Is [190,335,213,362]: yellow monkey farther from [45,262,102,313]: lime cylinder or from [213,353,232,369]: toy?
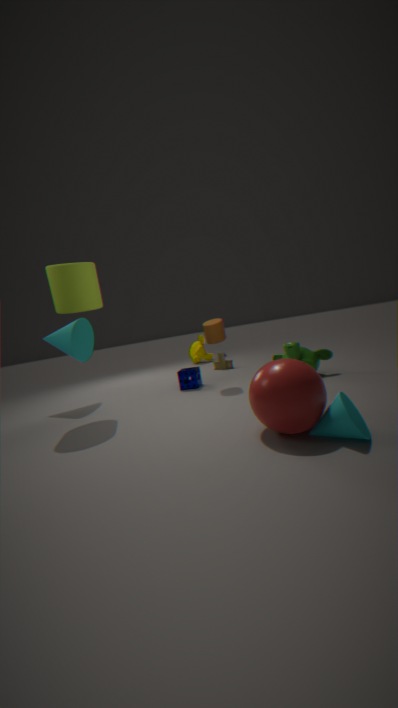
[45,262,102,313]: lime cylinder
